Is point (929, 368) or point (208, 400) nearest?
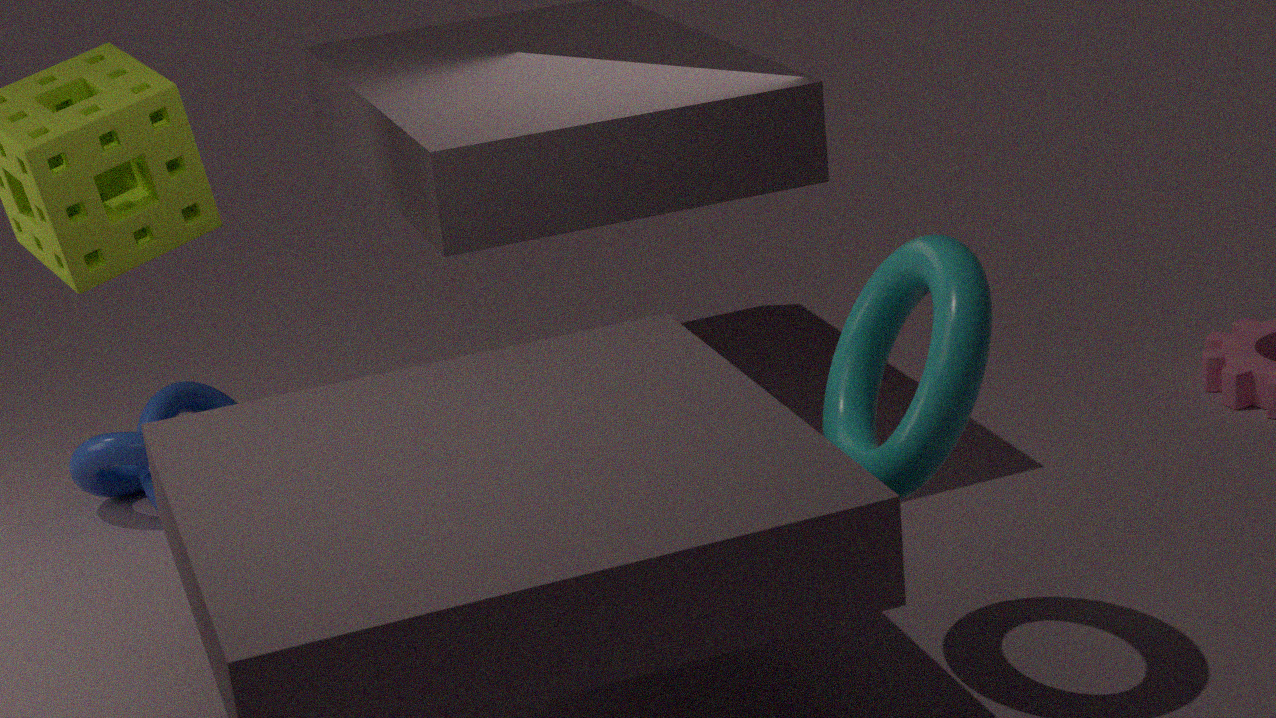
point (929, 368)
